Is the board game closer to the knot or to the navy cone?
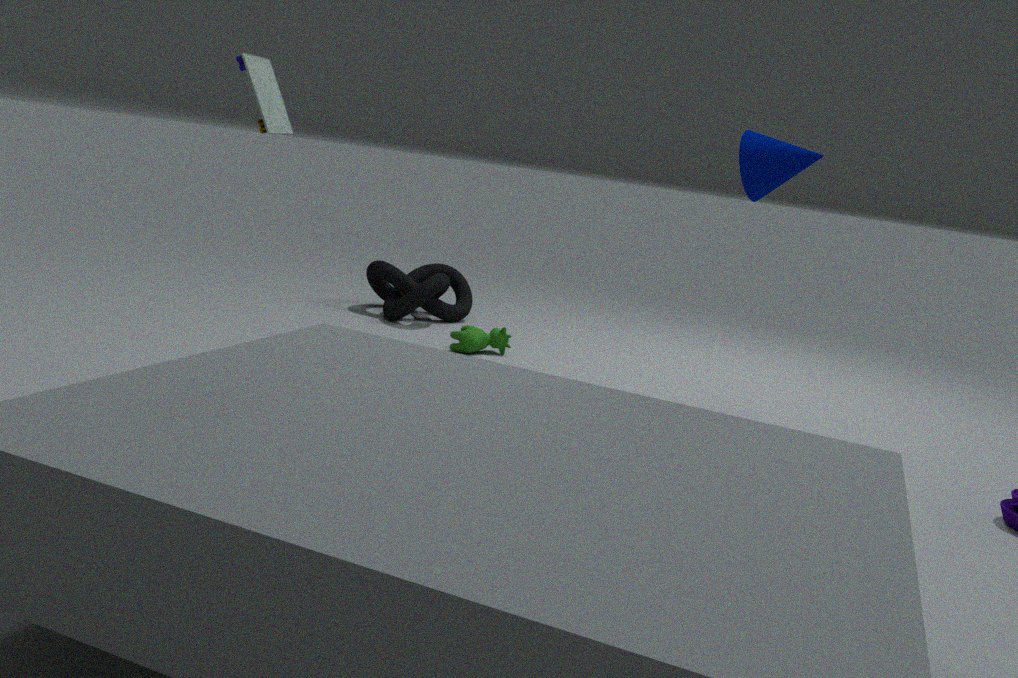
the navy cone
